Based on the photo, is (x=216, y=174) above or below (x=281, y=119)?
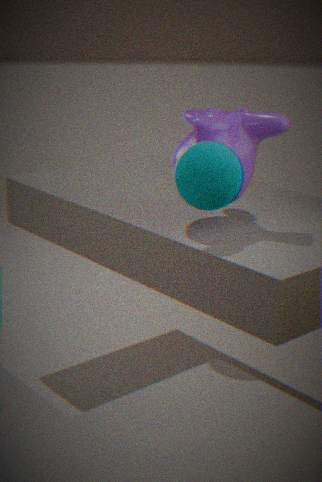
above
